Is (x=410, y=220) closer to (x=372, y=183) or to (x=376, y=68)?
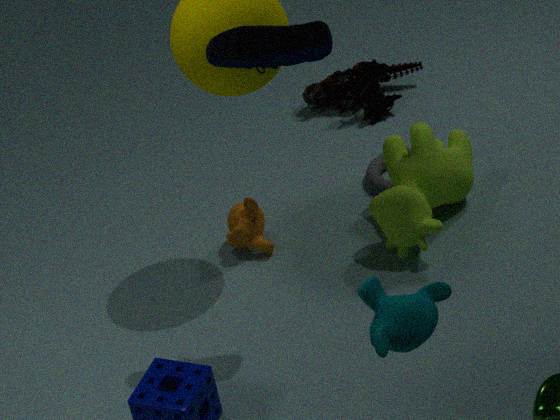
(x=372, y=183)
